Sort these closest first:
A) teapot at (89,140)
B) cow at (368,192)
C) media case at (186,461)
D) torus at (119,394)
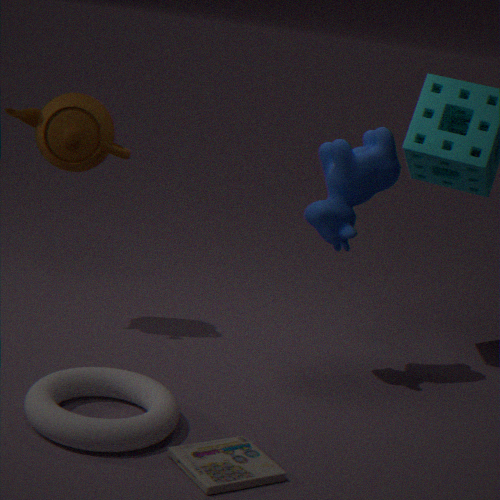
media case at (186,461) < torus at (119,394) < cow at (368,192) < teapot at (89,140)
